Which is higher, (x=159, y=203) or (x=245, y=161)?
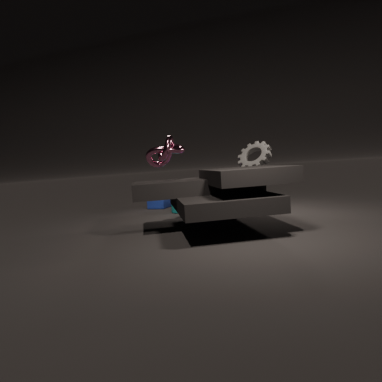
(x=245, y=161)
